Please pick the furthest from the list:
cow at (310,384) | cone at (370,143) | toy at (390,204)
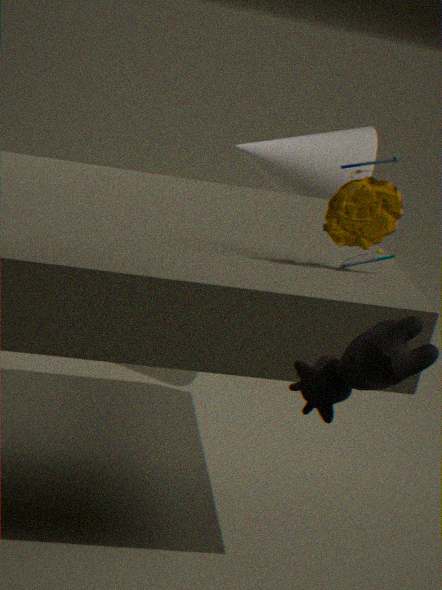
cone at (370,143)
